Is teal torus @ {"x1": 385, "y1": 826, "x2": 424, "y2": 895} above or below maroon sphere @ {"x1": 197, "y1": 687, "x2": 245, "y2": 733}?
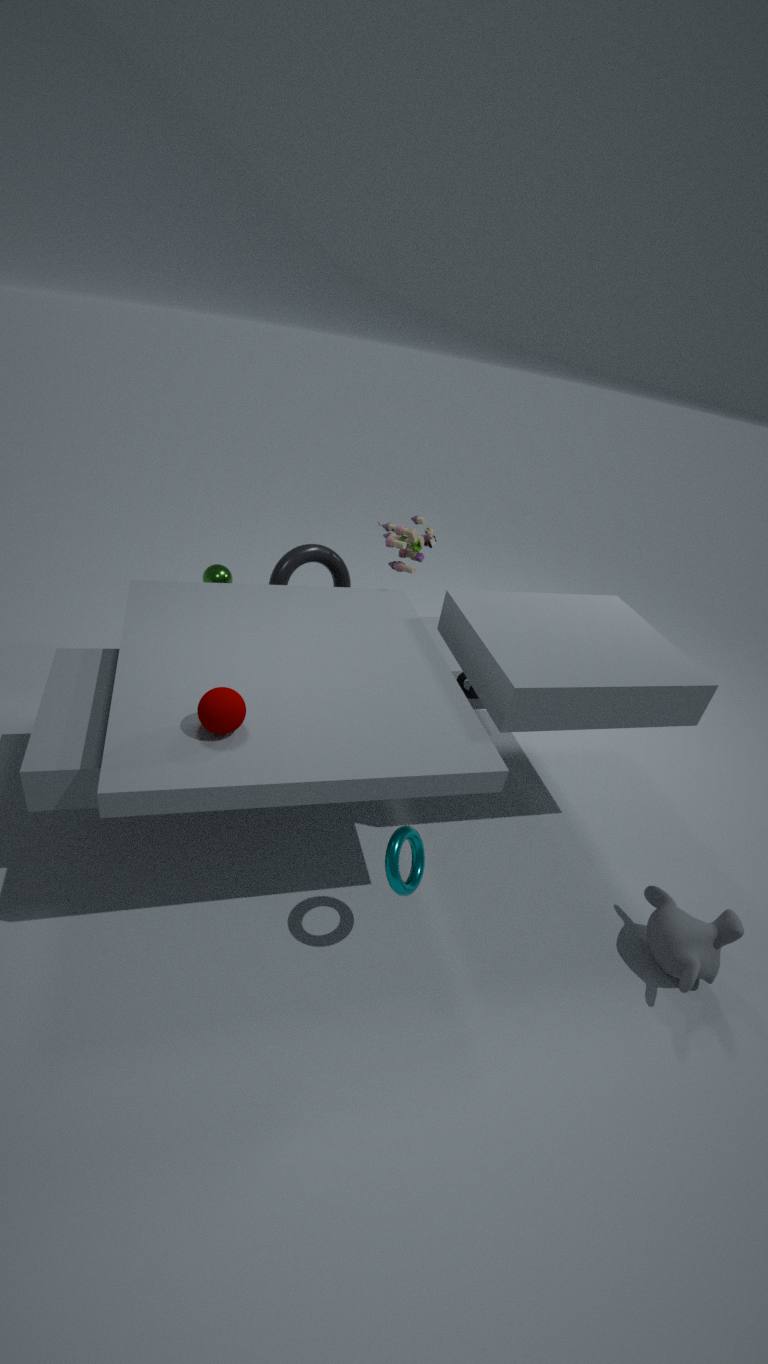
below
